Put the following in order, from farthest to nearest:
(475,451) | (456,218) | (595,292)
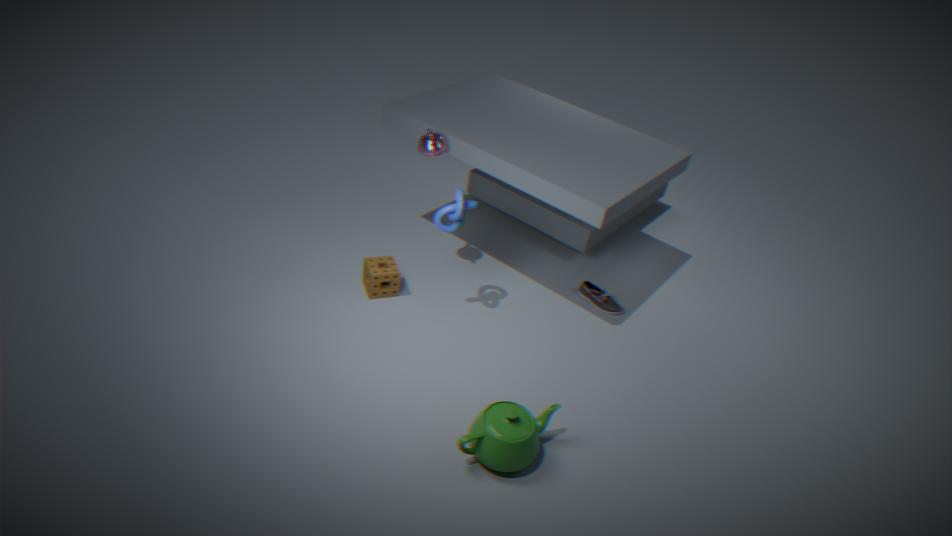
(595,292), (456,218), (475,451)
